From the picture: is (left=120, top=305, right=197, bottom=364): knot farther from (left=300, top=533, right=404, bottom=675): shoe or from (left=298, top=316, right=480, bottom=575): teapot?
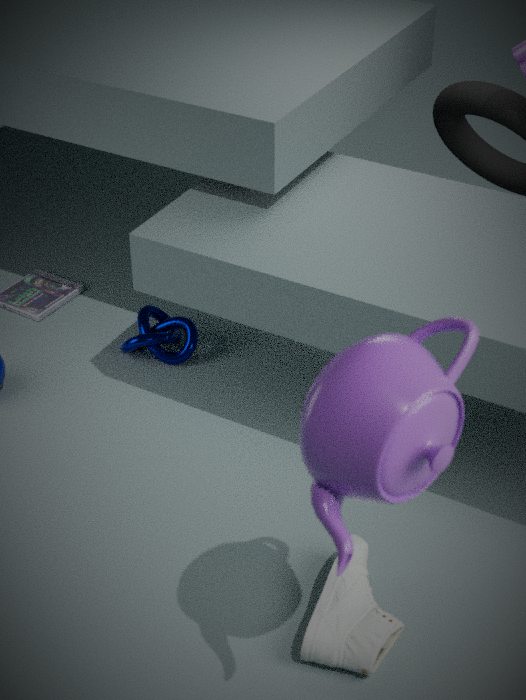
(left=298, top=316, right=480, bottom=575): teapot
